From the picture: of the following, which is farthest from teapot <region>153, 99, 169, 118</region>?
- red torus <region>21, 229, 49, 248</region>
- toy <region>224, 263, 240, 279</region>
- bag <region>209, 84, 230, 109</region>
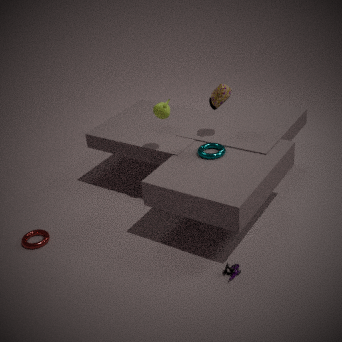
red torus <region>21, 229, 49, 248</region>
